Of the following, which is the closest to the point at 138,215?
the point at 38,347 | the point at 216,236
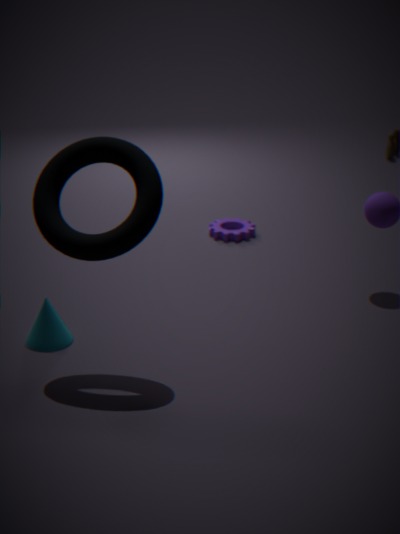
the point at 38,347
